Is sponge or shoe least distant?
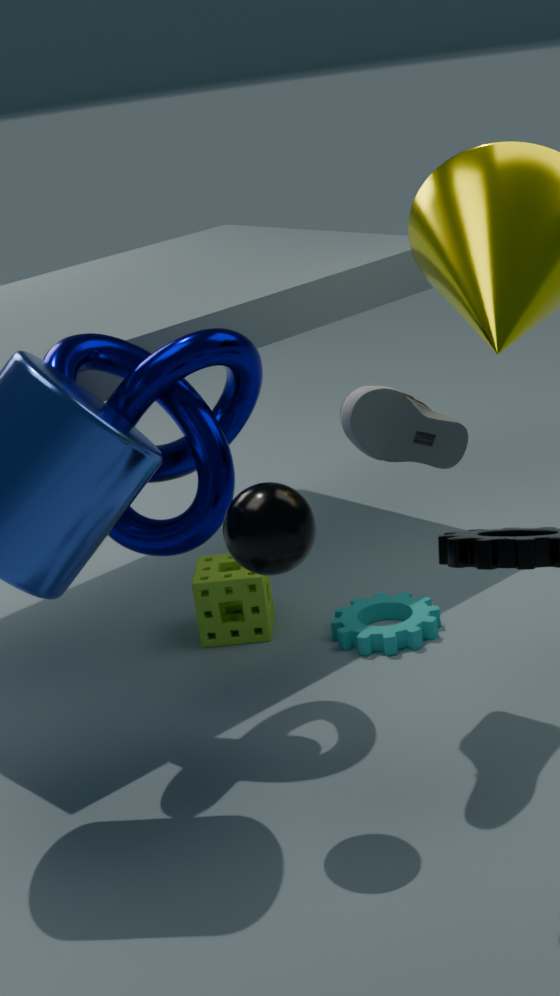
shoe
